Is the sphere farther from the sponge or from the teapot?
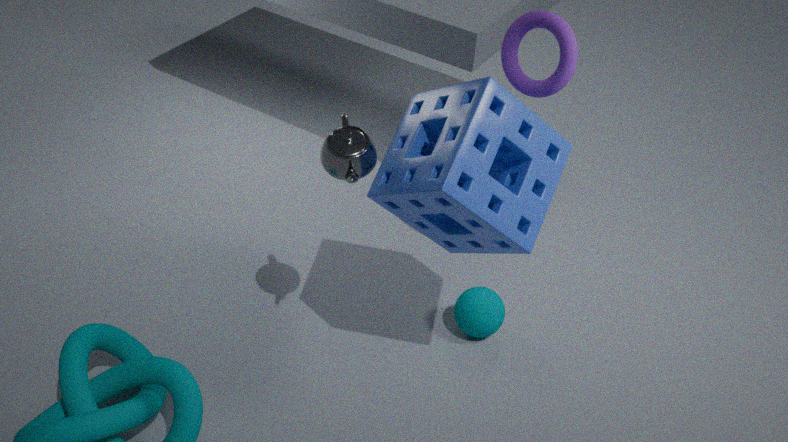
the teapot
